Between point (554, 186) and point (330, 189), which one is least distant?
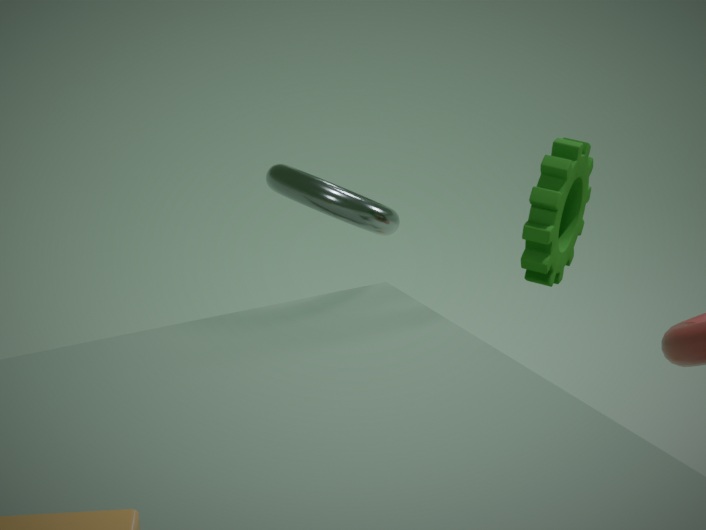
→ point (554, 186)
